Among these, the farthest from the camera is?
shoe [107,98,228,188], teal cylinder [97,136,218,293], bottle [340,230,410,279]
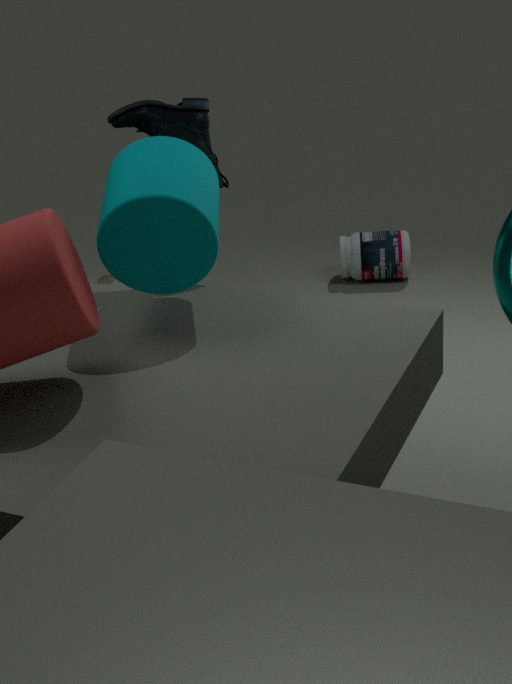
bottle [340,230,410,279]
